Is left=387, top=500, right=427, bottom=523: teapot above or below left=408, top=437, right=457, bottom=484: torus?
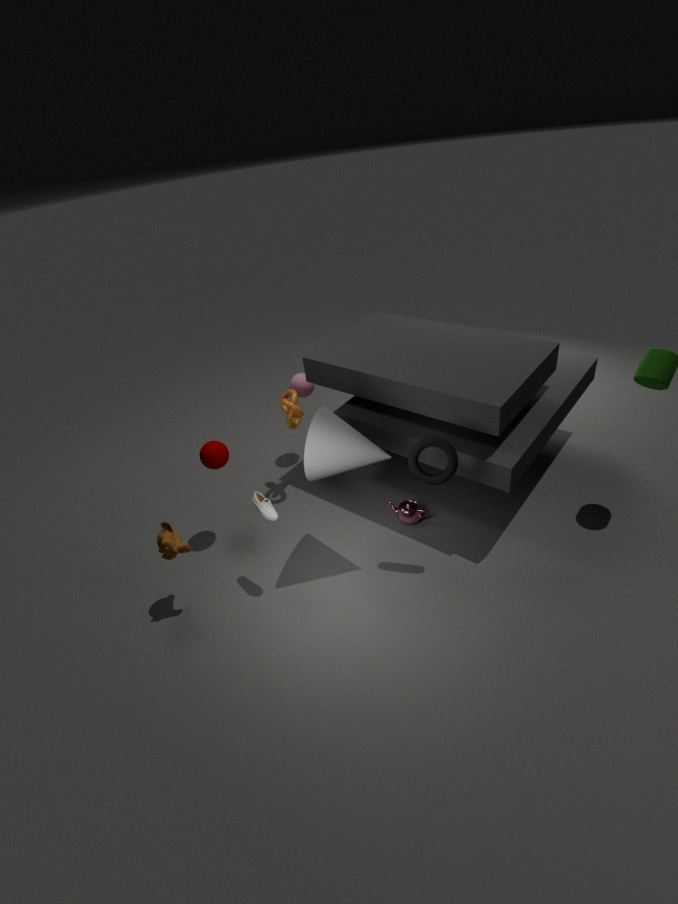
below
